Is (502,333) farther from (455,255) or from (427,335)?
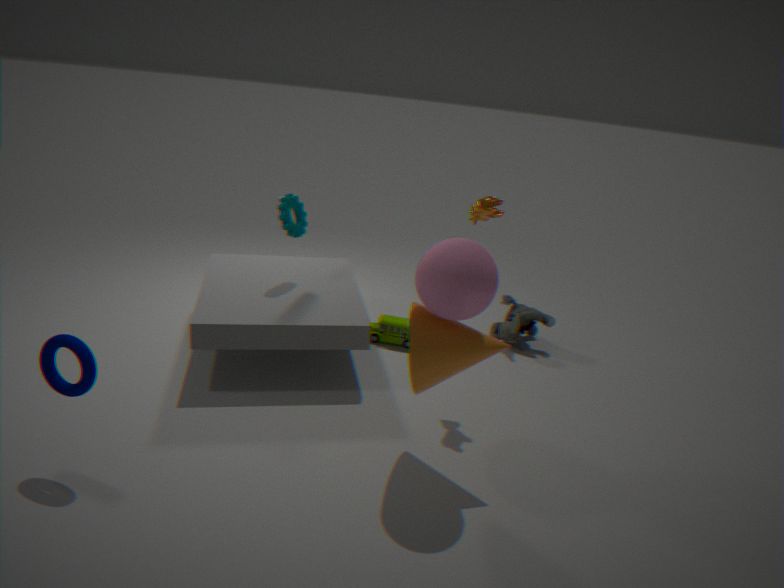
(455,255)
